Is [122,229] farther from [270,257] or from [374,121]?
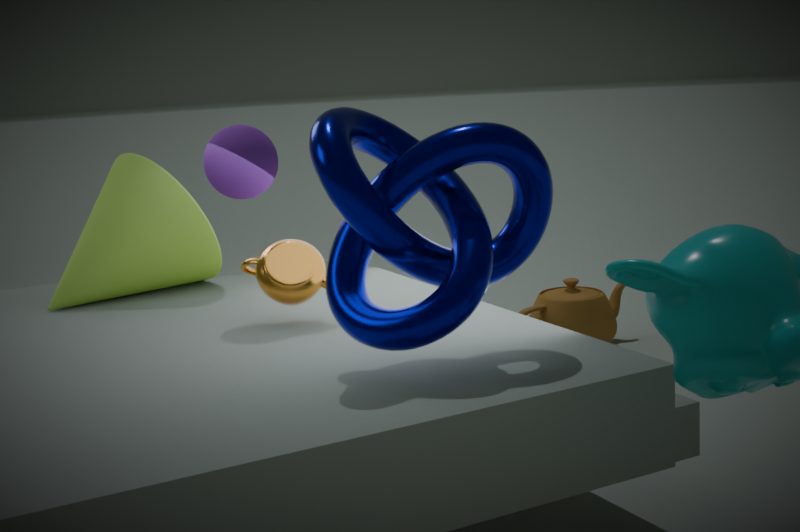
→ [374,121]
